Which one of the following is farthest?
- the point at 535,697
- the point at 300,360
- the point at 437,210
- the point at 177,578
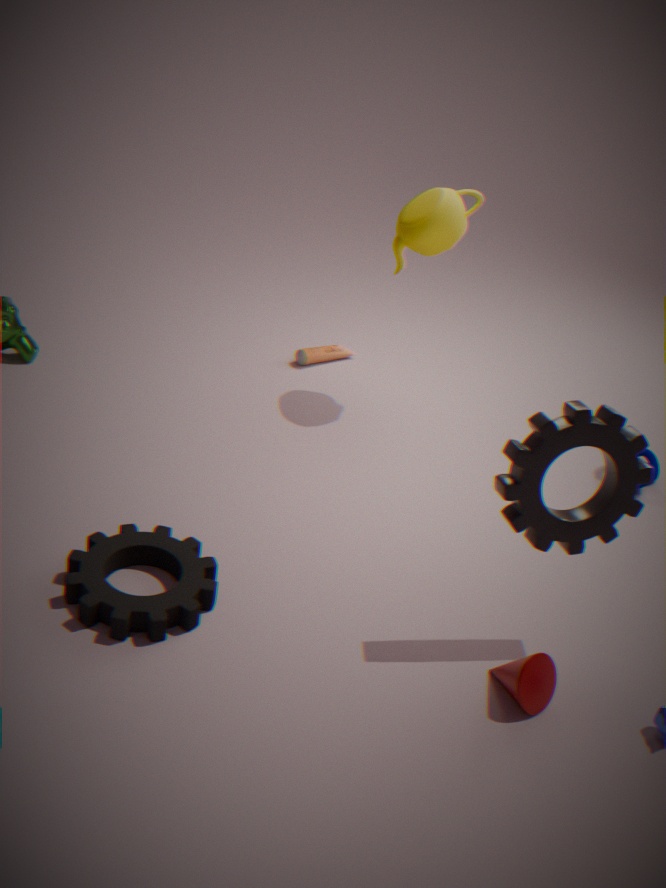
the point at 300,360
